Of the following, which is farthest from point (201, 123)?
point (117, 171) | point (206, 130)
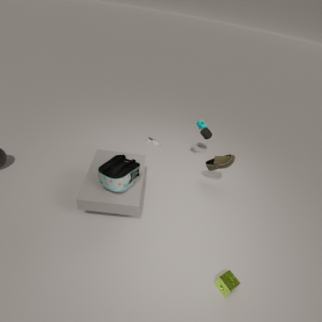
point (117, 171)
